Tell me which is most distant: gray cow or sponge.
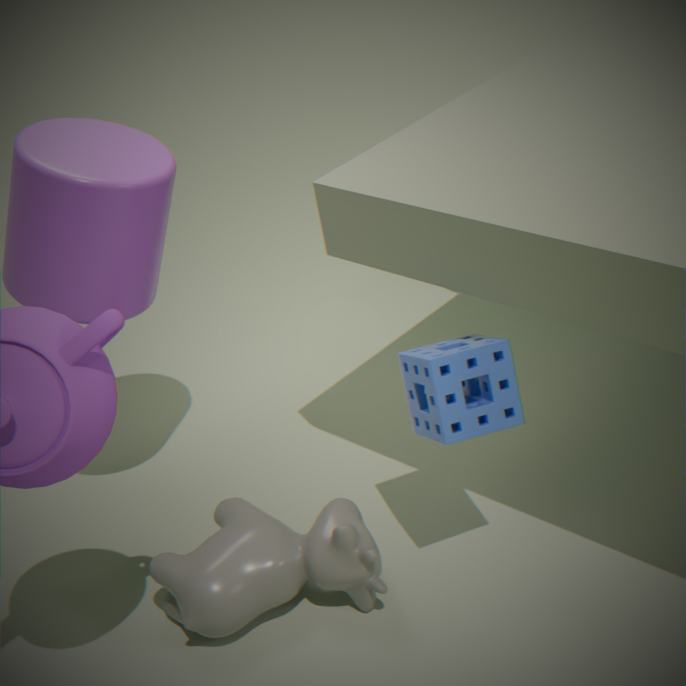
gray cow
